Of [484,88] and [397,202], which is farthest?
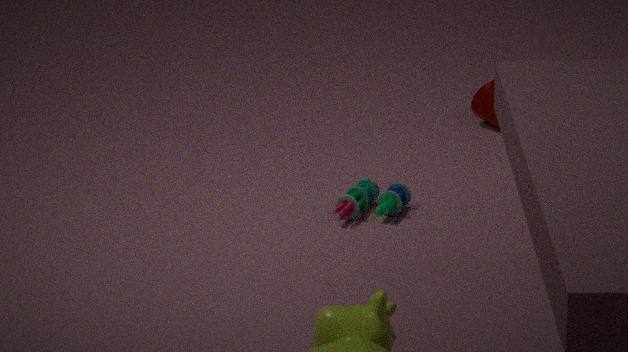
[484,88]
